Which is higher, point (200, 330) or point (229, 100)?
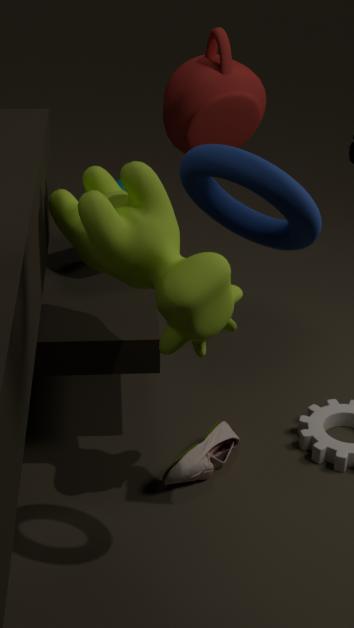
point (229, 100)
